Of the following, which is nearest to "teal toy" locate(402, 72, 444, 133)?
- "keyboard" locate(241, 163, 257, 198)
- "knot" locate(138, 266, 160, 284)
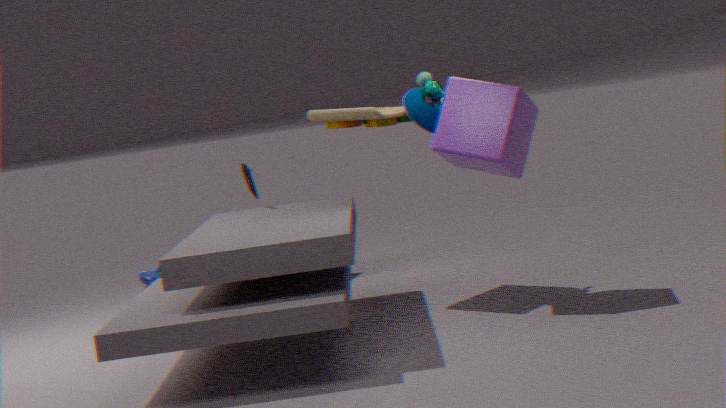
"keyboard" locate(241, 163, 257, 198)
